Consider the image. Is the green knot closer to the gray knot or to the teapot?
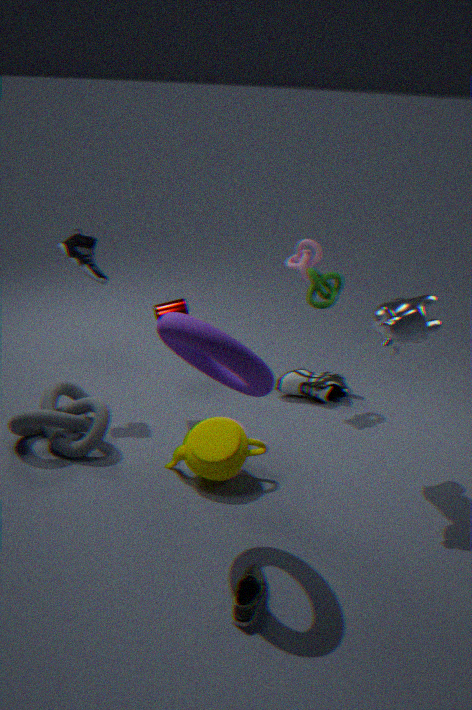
the teapot
